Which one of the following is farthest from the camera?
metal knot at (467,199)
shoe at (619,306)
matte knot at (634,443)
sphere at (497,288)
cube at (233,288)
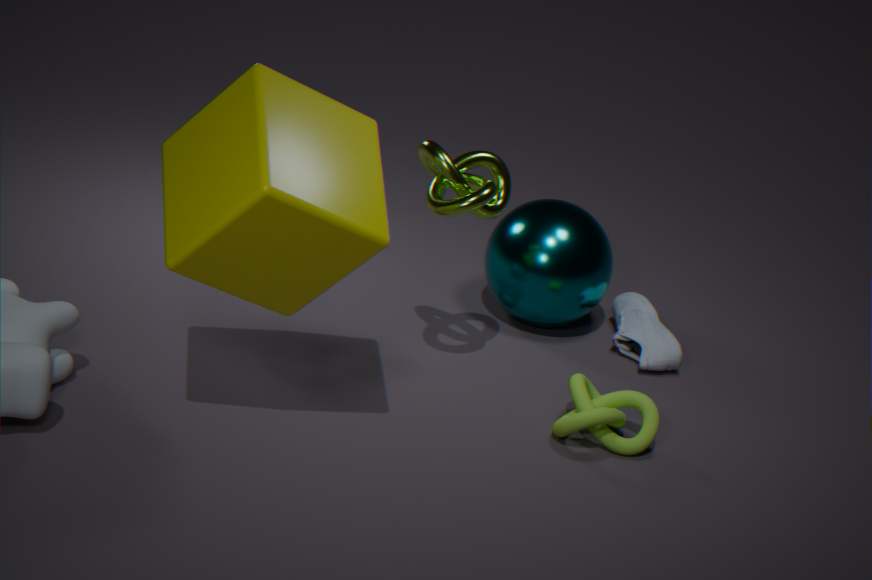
shoe at (619,306)
